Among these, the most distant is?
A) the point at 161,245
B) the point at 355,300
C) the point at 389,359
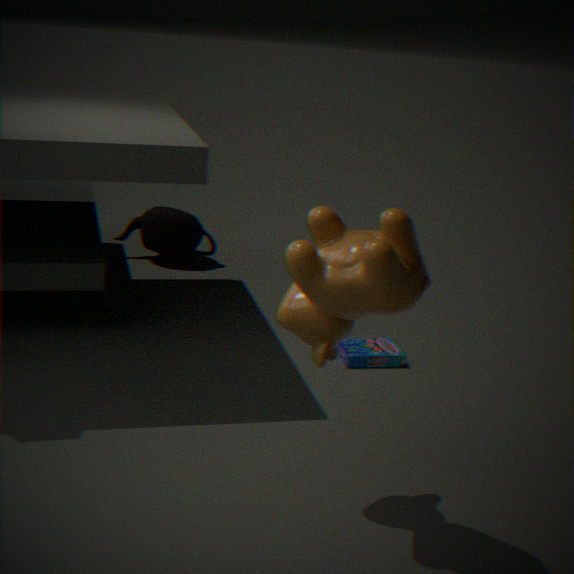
A. the point at 161,245
